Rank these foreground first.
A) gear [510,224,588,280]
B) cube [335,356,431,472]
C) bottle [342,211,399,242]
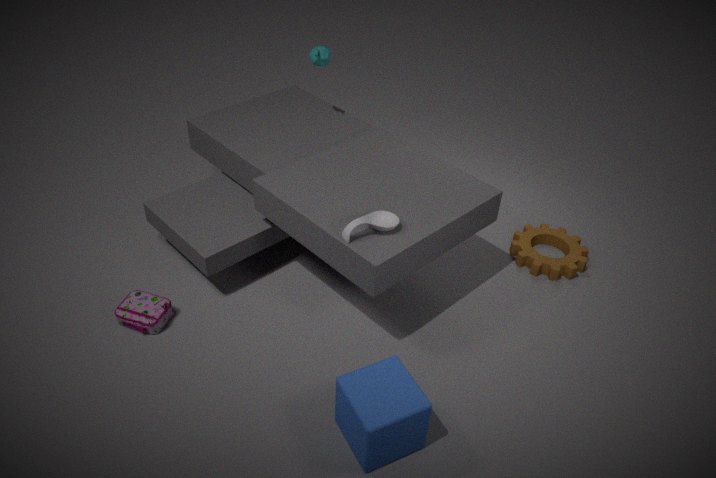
cube [335,356,431,472] < bottle [342,211,399,242] < gear [510,224,588,280]
